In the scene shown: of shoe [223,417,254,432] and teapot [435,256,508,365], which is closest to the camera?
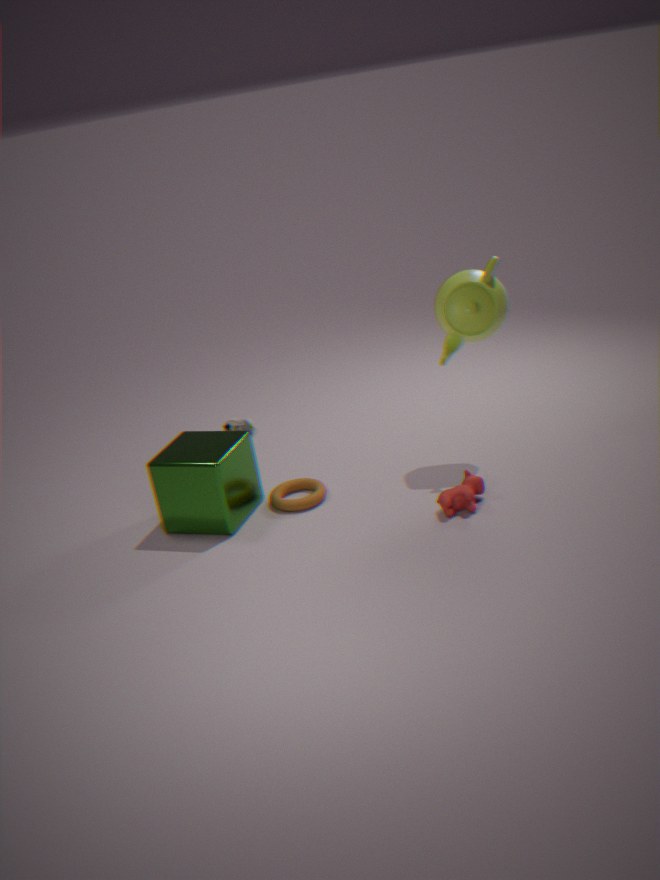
teapot [435,256,508,365]
